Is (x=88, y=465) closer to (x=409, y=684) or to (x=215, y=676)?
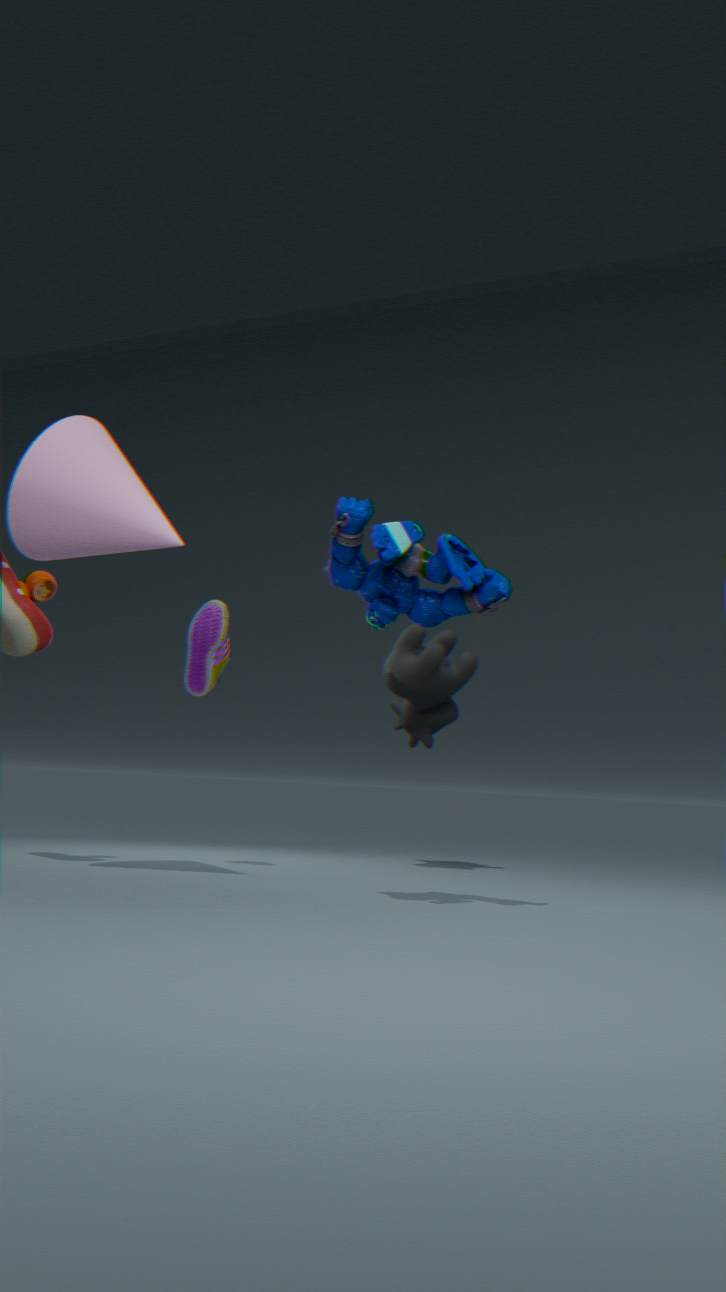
(x=215, y=676)
